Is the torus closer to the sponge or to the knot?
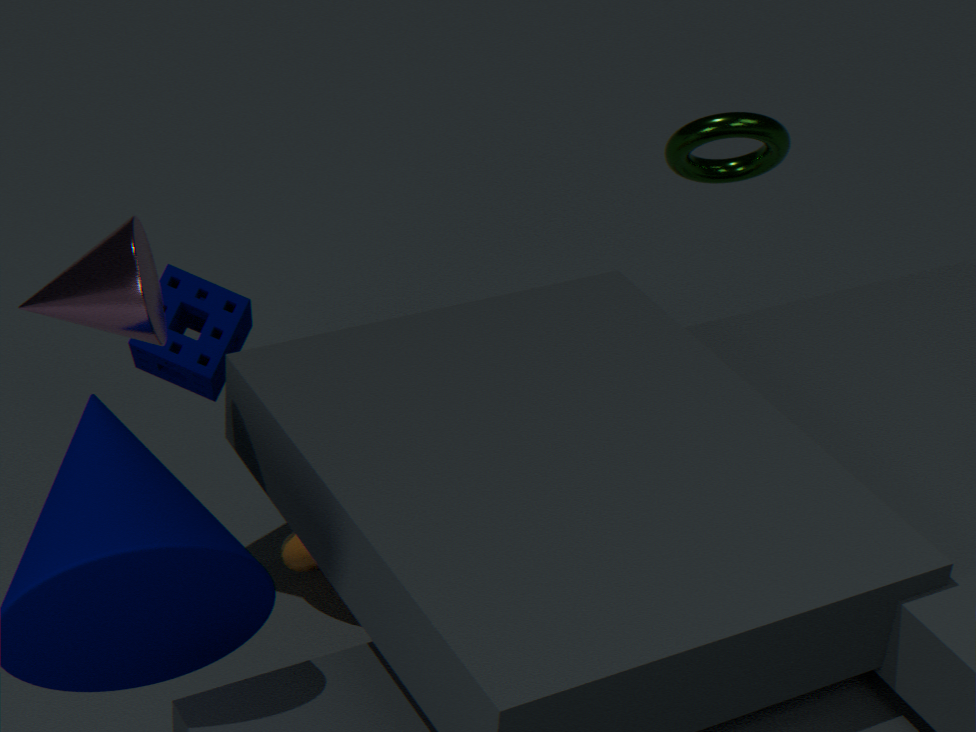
the knot
